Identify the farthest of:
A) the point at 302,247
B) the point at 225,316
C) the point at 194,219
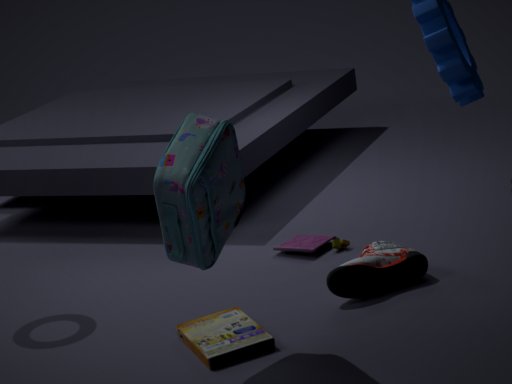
the point at 302,247
